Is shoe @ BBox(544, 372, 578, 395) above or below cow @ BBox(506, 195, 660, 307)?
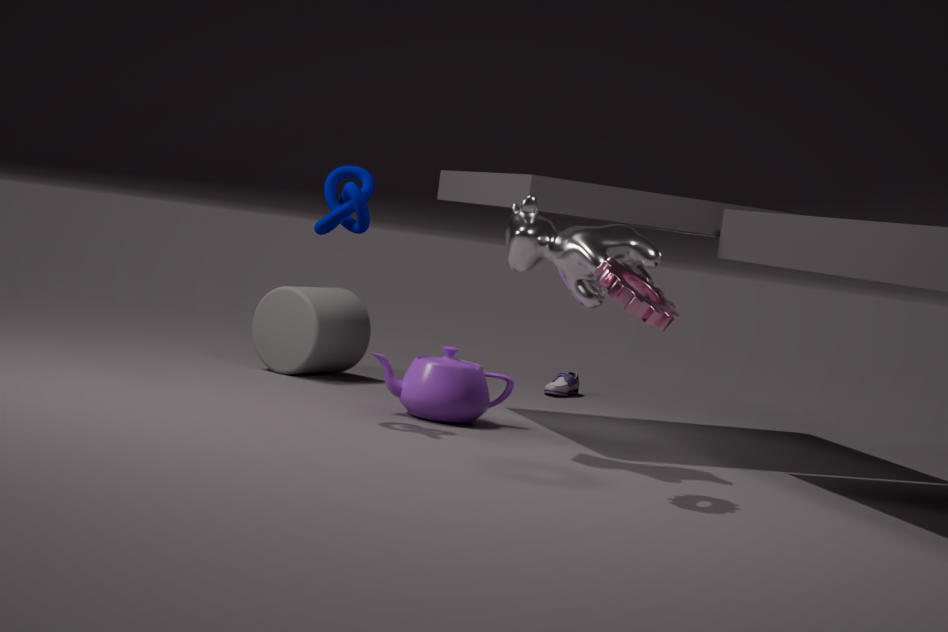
below
